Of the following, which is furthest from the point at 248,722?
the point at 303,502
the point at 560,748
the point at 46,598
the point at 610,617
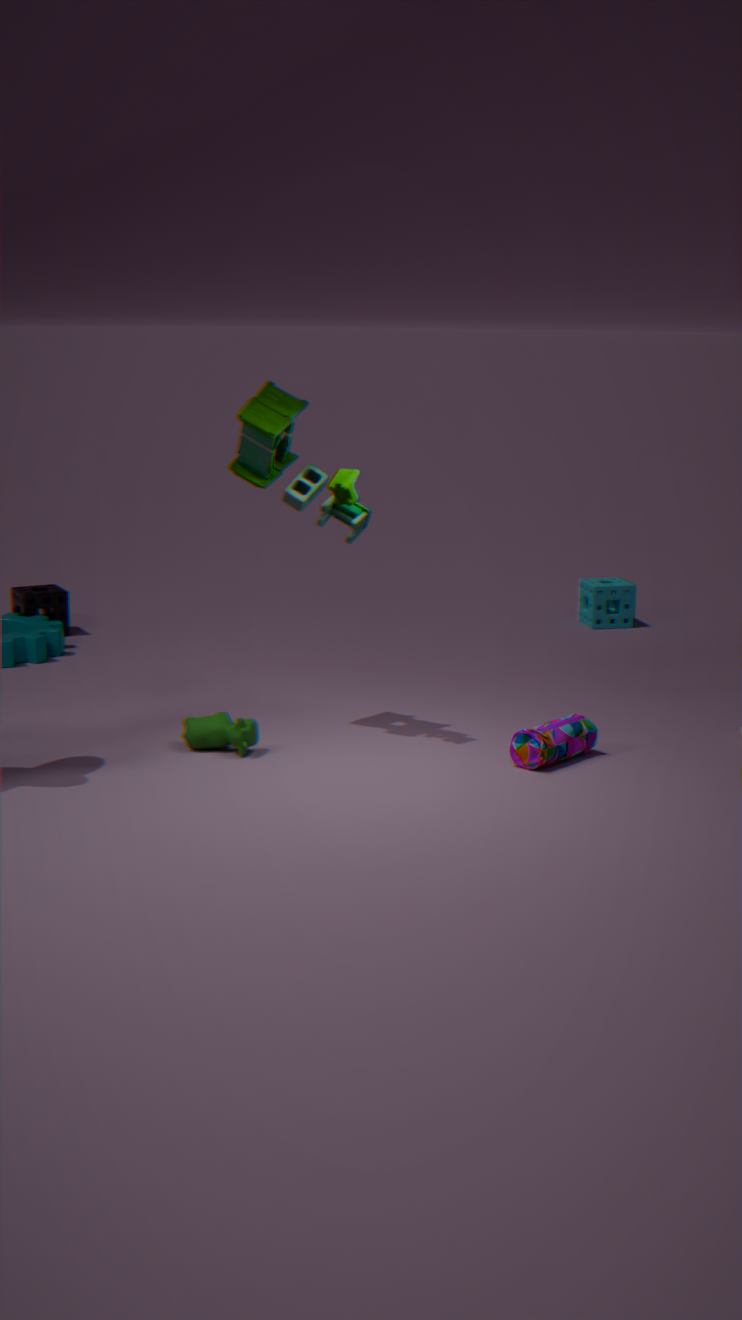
the point at 610,617
